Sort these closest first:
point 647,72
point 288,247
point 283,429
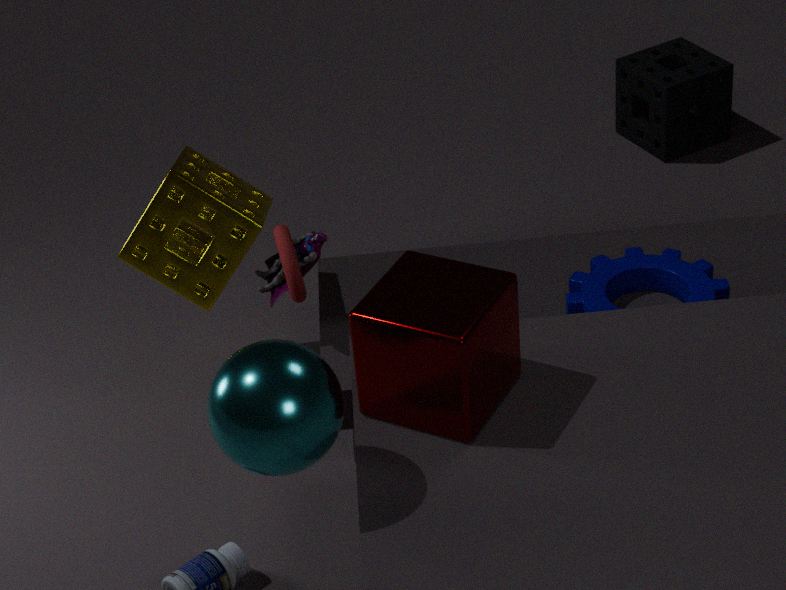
point 283,429
point 288,247
point 647,72
